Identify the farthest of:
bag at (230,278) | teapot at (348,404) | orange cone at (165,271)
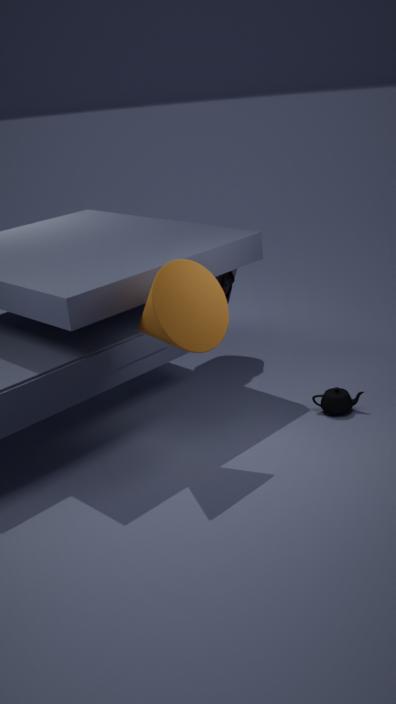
bag at (230,278)
